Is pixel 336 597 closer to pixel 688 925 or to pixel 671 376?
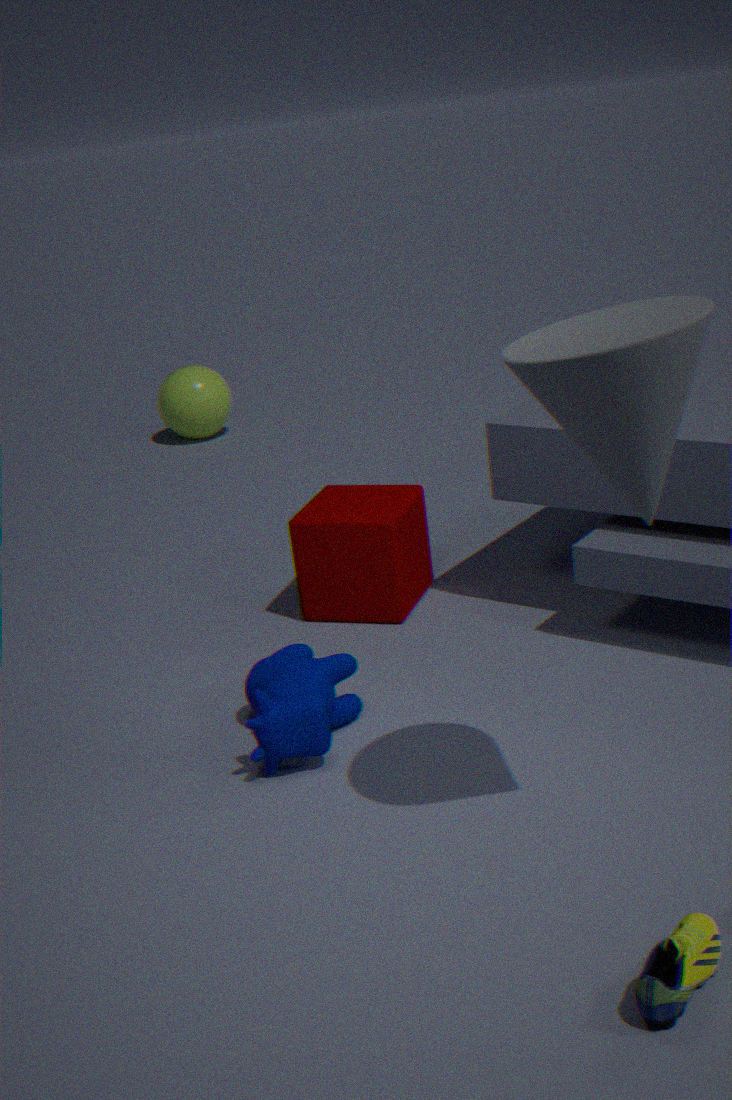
pixel 671 376
